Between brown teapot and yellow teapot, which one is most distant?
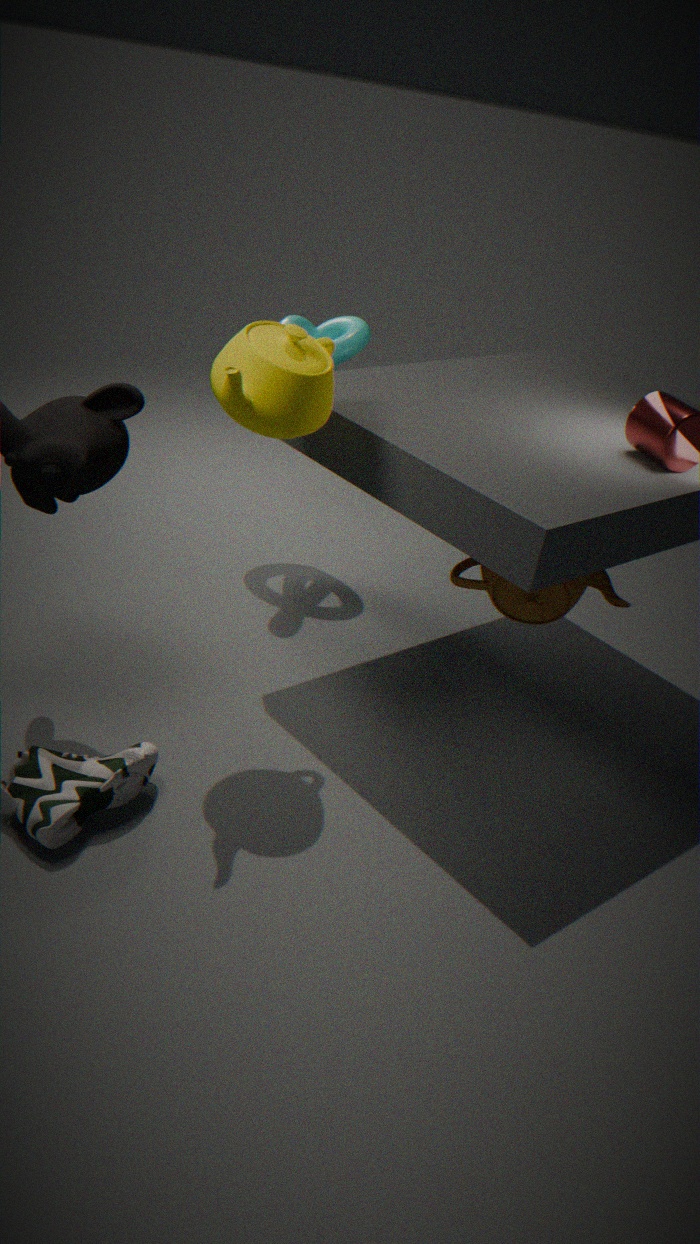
brown teapot
